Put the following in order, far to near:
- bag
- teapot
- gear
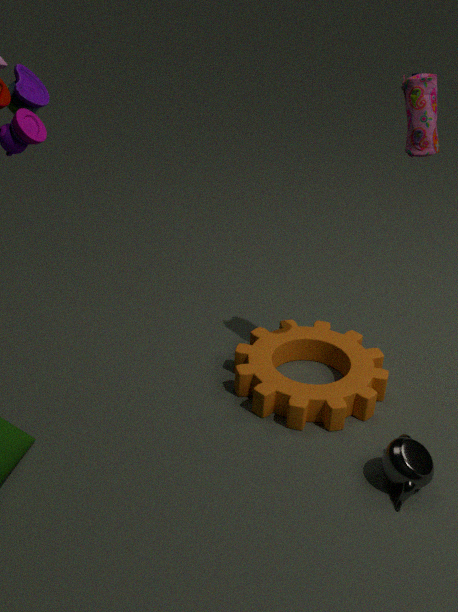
gear, teapot, bag
